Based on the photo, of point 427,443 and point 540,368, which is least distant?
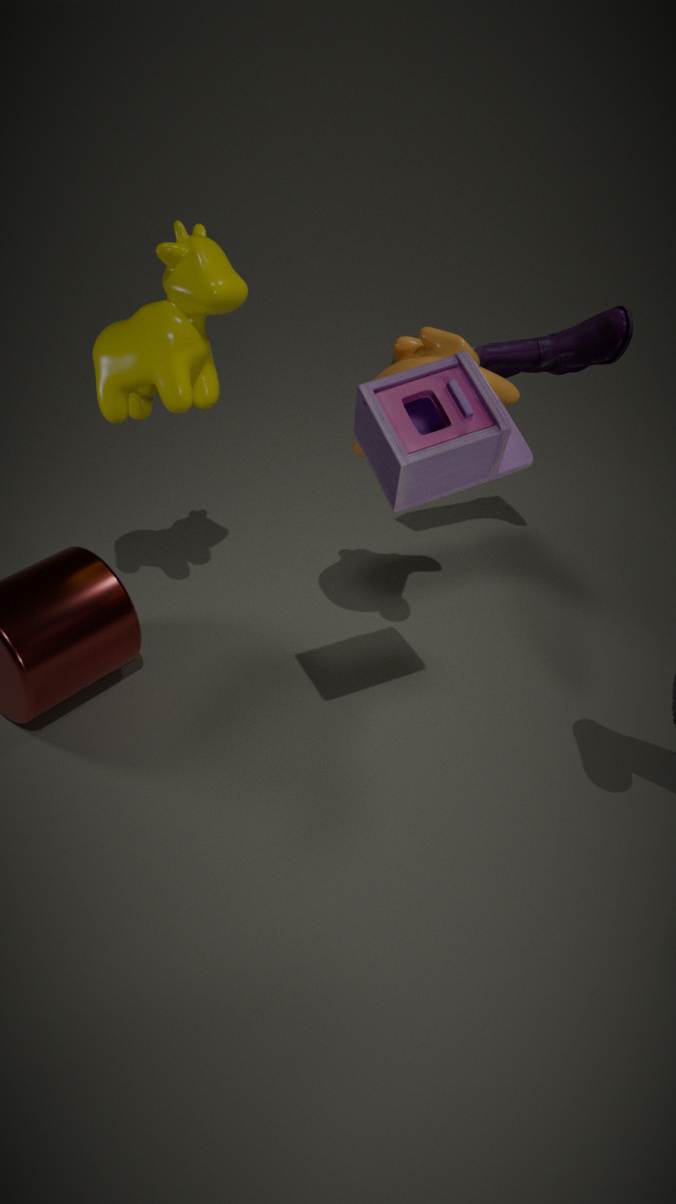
point 427,443
